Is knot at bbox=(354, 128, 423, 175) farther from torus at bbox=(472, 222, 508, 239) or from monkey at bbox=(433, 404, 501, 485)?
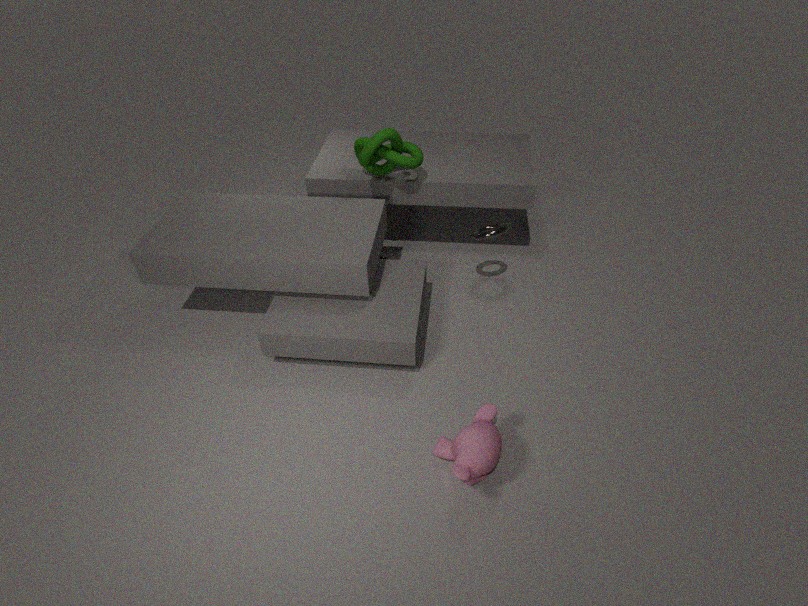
monkey at bbox=(433, 404, 501, 485)
